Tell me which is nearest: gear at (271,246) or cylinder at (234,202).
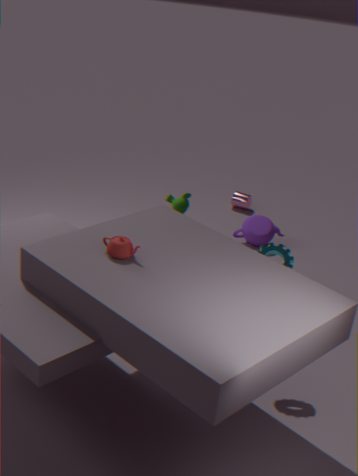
gear at (271,246)
